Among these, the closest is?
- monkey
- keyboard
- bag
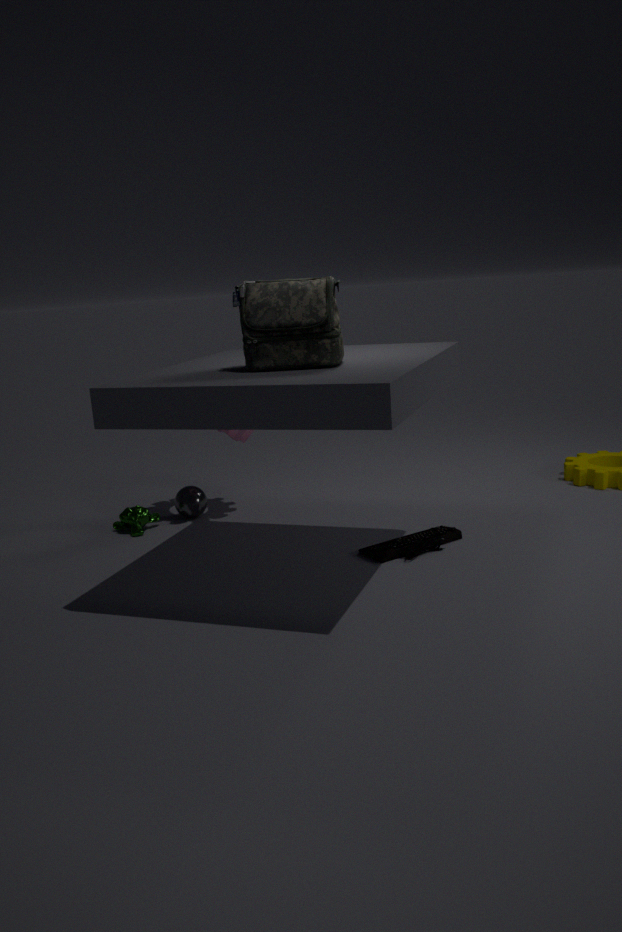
bag
